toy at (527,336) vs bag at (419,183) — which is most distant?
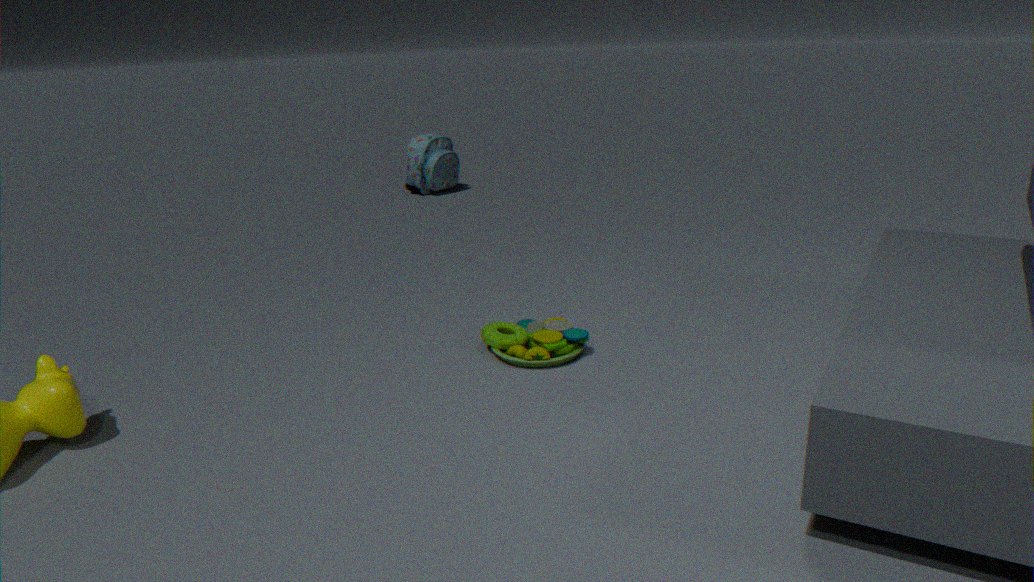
bag at (419,183)
